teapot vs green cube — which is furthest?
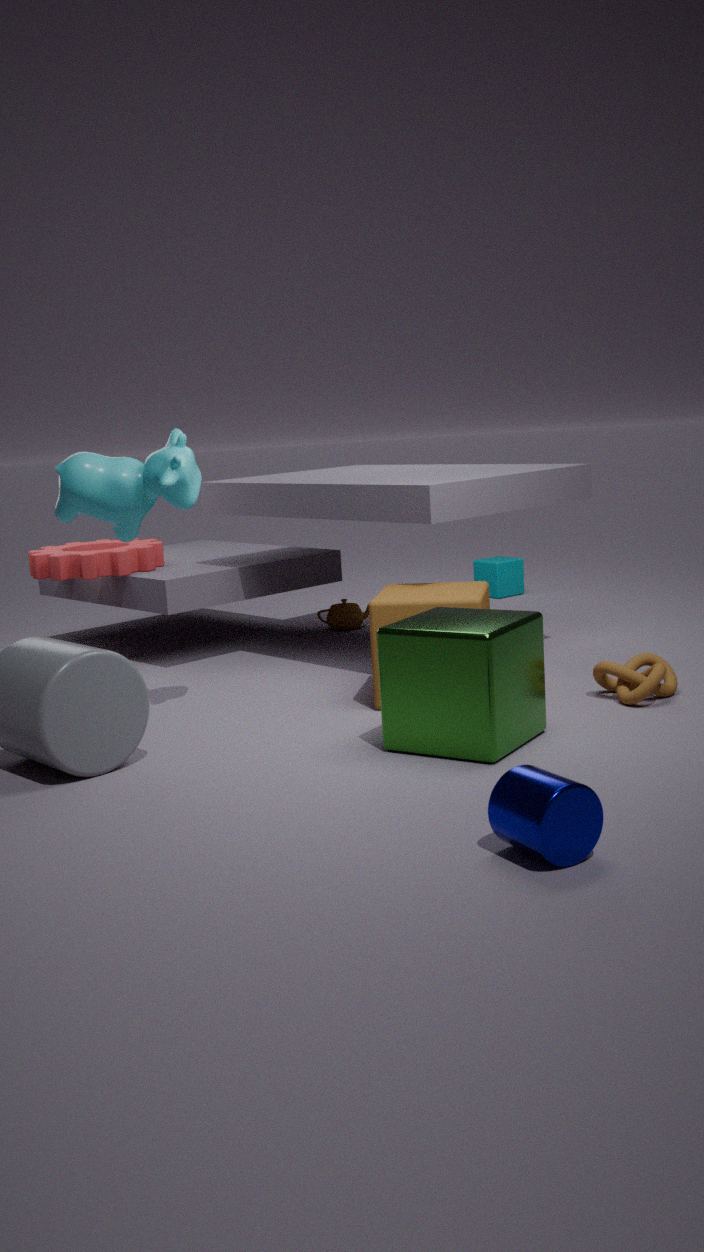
teapot
